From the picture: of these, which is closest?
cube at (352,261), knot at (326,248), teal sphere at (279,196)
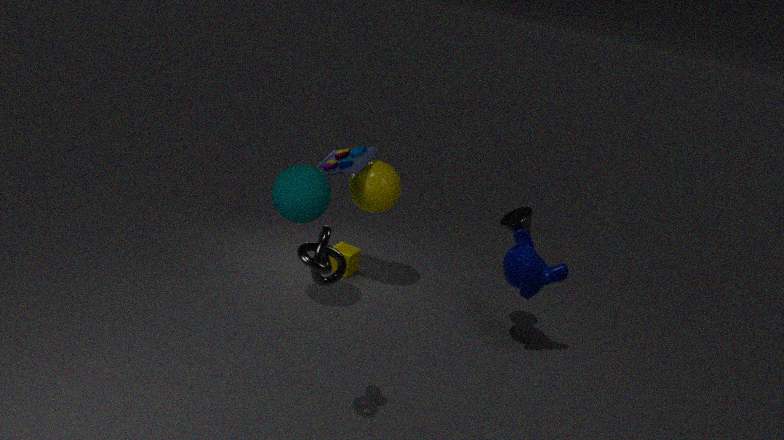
knot at (326,248)
